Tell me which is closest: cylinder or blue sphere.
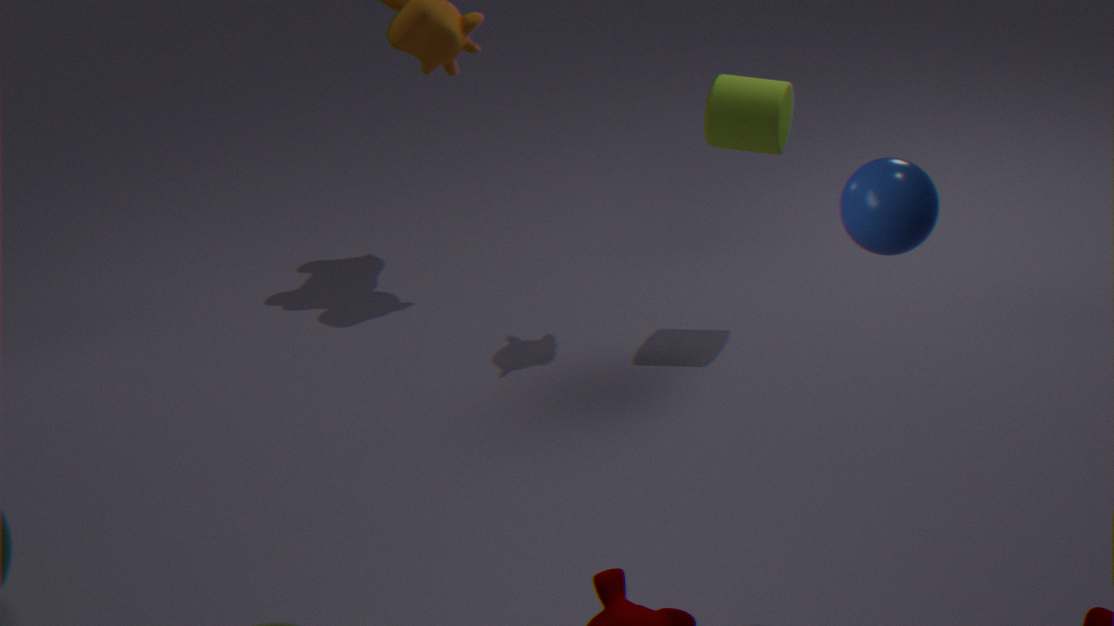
blue sphere
